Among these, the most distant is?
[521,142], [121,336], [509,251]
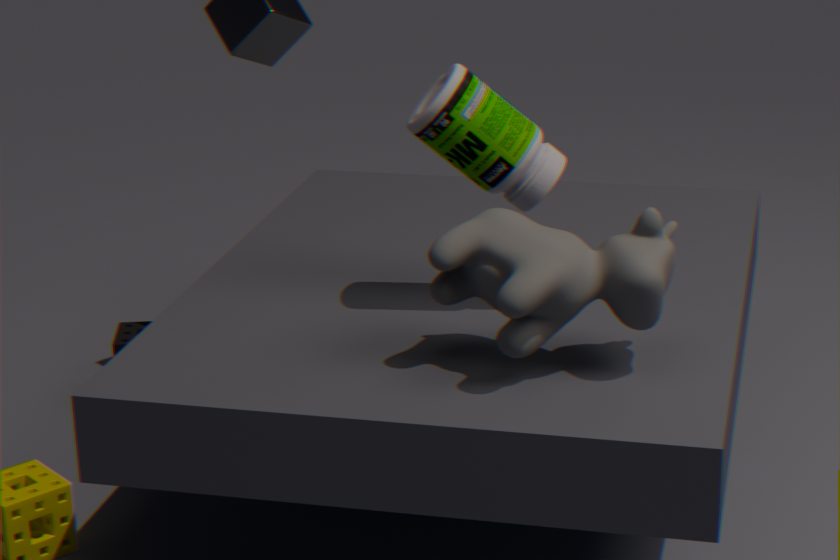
[121,336]
